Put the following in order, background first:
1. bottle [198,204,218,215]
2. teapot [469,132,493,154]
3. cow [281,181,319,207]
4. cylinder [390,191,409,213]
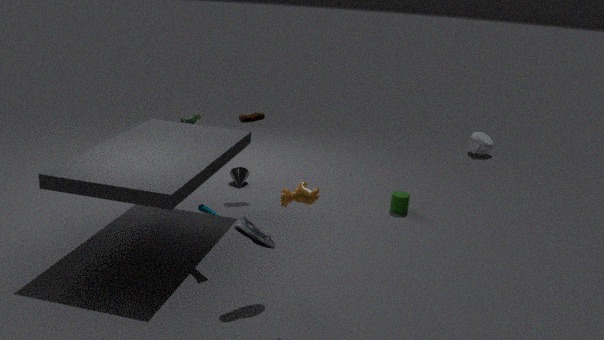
teapot [469,132,493,154] → cylinder [390,191,409,213] → bottle [198,204,218,215] → cow [281,181,319,207]
